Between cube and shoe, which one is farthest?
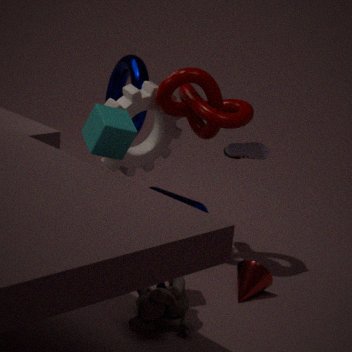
shoe
